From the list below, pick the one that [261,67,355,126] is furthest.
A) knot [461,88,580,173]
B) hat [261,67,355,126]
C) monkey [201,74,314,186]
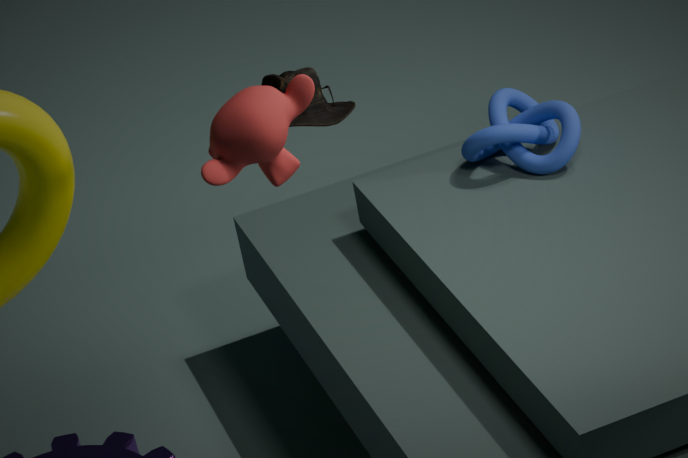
knot [461,88,580,173]
